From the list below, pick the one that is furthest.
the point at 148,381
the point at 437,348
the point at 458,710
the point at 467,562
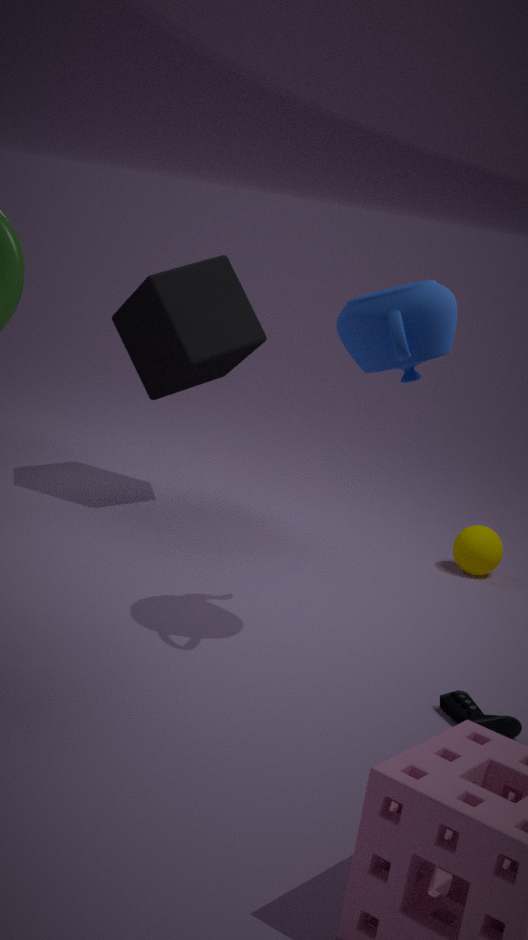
the point at 148,381
